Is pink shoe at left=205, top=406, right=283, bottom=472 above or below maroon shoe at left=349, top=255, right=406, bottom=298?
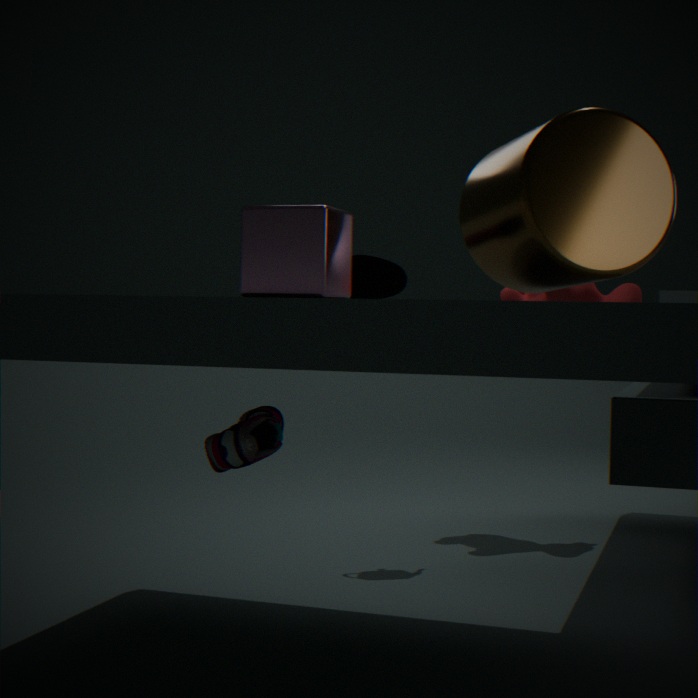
below
